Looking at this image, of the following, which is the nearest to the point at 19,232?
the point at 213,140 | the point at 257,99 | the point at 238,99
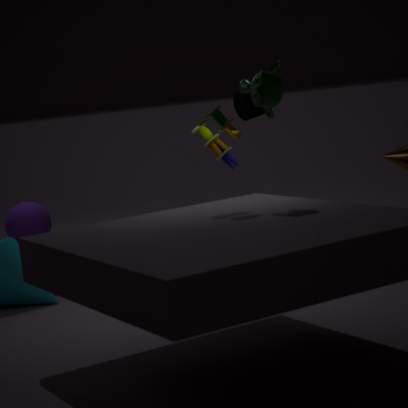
the point at 238,99
